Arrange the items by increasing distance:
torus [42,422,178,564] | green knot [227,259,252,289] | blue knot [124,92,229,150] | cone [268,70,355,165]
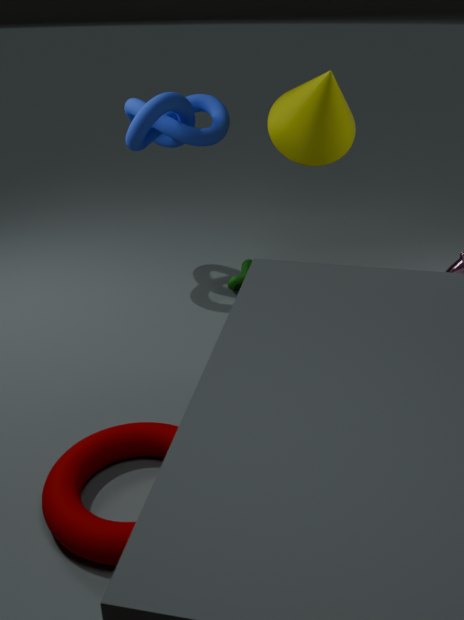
torus [42,422,178,564] < cone [268,70,355,165] < blue knot [124,92,229,150] < green knot [227,259,252,289]
